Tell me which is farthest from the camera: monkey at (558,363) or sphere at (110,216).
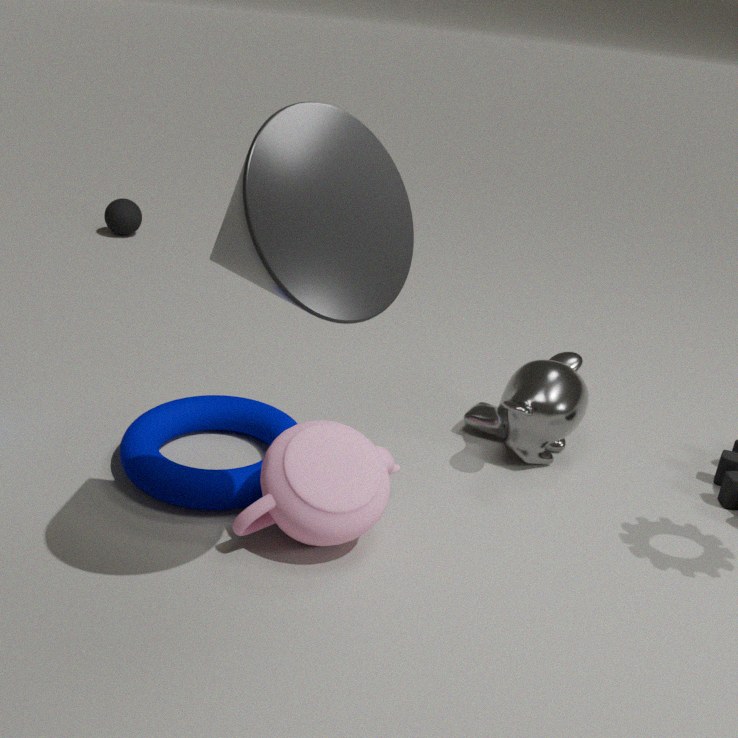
sphere at (110,216)
